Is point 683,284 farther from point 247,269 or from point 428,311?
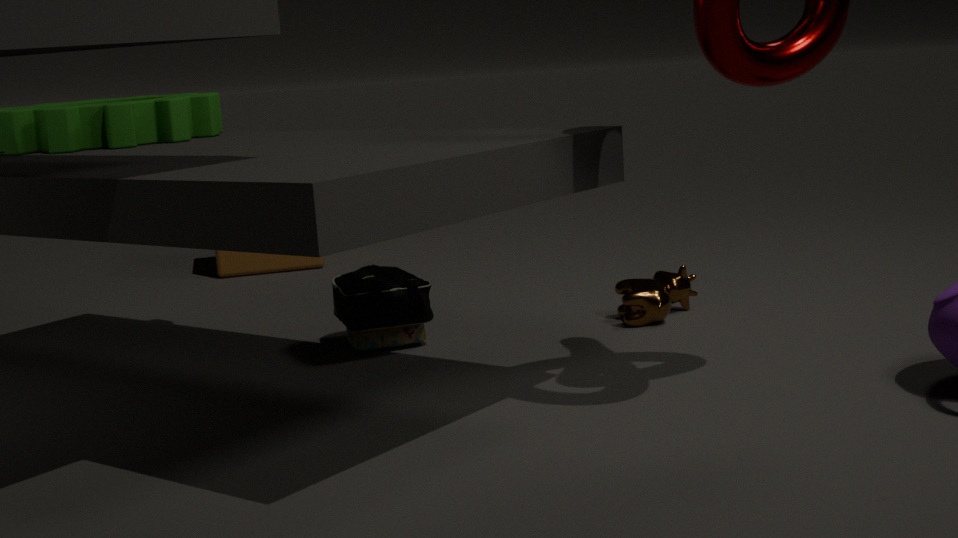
point 247,269
